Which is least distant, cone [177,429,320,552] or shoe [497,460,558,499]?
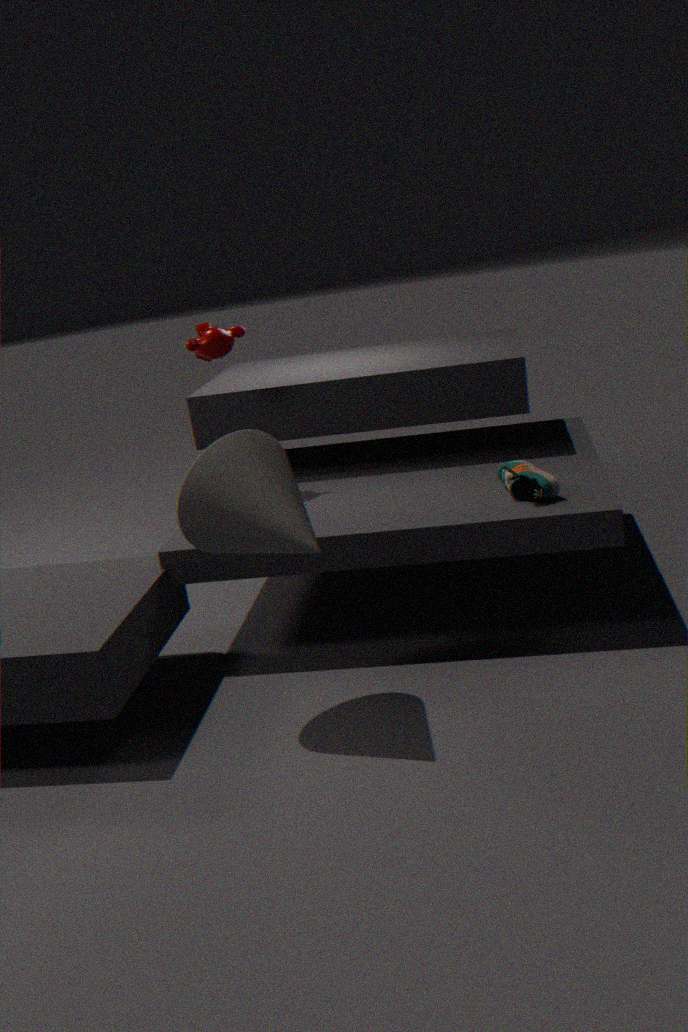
cone [177,429,320,552]
